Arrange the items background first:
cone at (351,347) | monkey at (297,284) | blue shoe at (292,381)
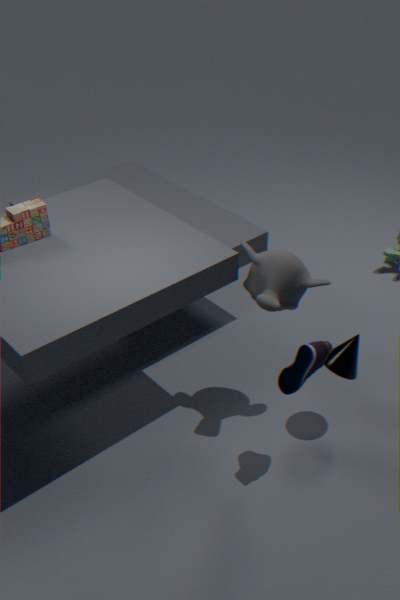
cone at (351,347) → monkey at (297,284) → blue shoe at (292,381)
